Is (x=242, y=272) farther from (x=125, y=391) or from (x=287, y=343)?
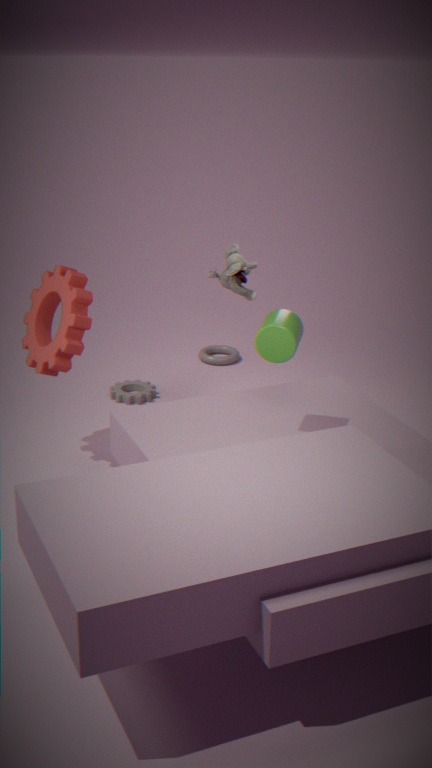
(x=287, y=343)
